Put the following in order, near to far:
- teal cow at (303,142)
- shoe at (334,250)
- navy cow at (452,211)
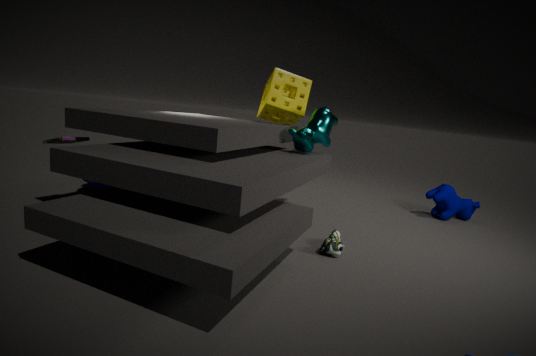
shoe at (334,250)
teal cow at (303,142)
navy cow at (452,211)
